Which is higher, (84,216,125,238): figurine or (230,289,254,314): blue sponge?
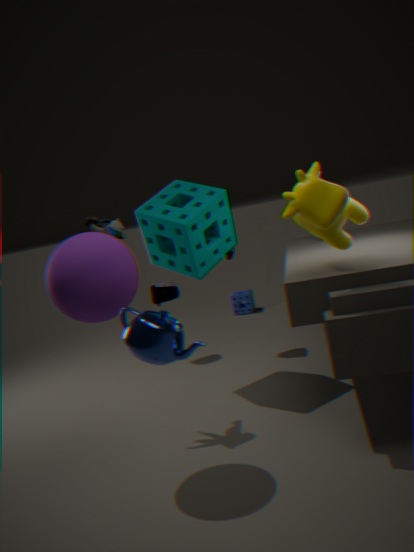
(84,216,125,238): figurine
